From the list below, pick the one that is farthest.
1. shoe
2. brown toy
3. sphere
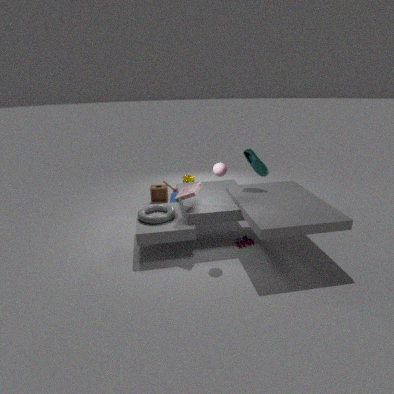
brown toy
